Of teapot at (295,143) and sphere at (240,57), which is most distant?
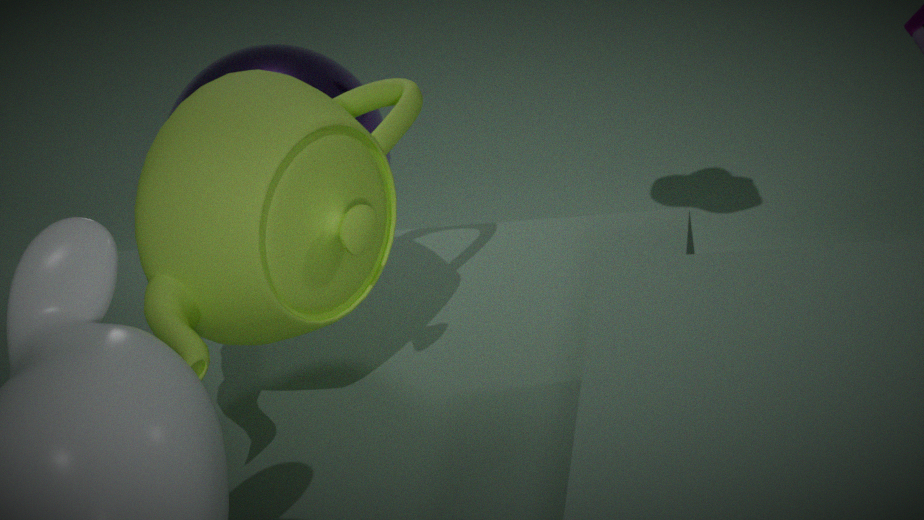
sphere at (240,57)
